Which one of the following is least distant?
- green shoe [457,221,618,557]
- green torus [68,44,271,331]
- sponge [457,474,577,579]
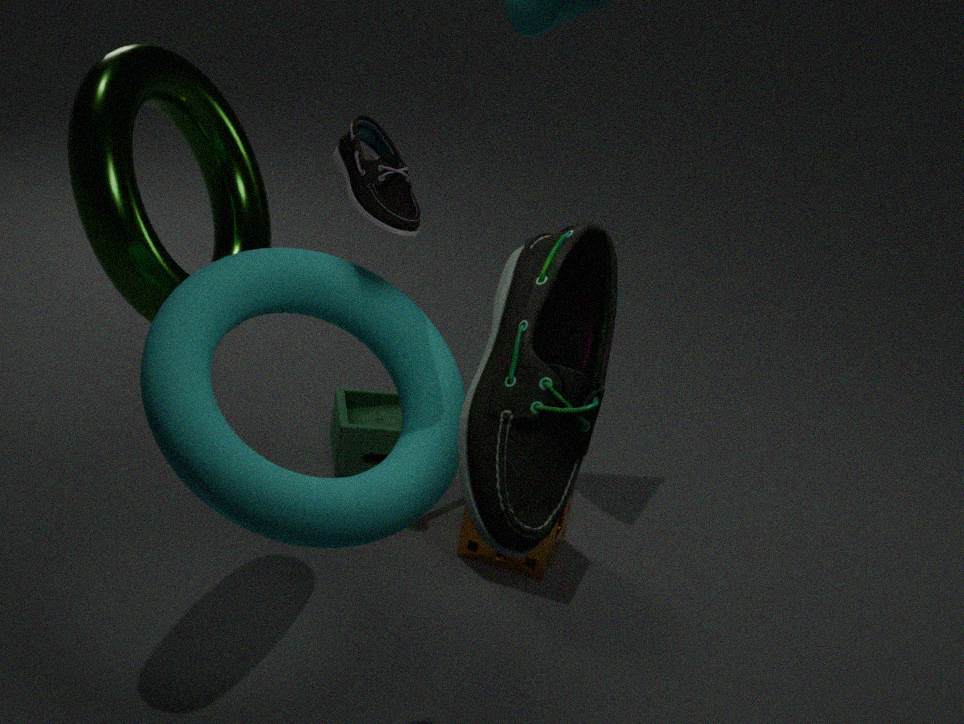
green shoe [457,221,618,557]
